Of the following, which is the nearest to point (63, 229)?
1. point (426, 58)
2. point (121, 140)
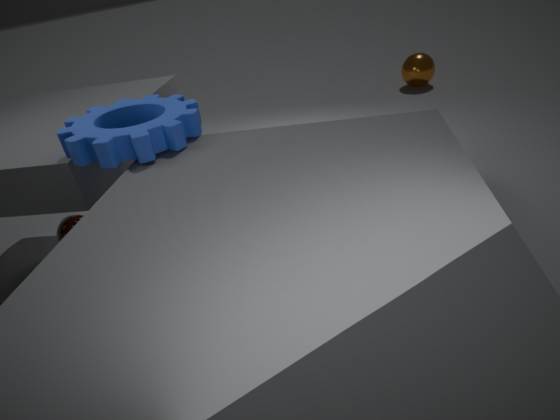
point (121, 140)
